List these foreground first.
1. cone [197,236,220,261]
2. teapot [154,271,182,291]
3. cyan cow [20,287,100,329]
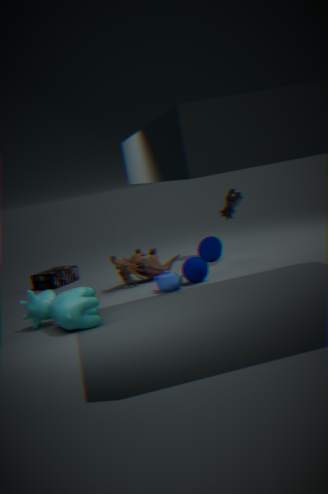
cyan cow [20,287,100,329], teapot [154,271,182,291], cone [197,236,220,261]
